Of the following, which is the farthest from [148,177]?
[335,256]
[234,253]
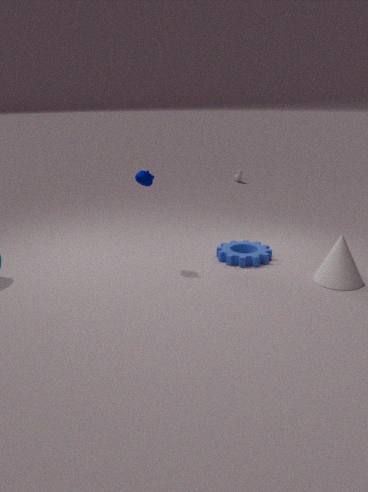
[335,256]
